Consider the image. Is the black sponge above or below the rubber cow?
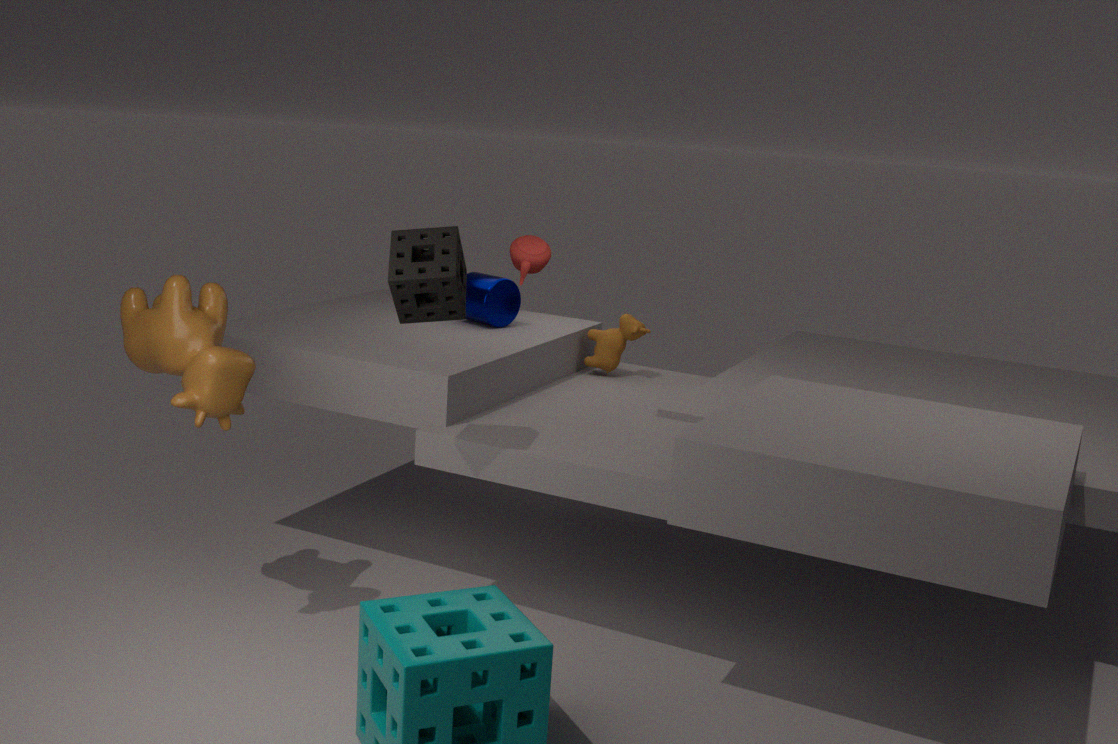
above
